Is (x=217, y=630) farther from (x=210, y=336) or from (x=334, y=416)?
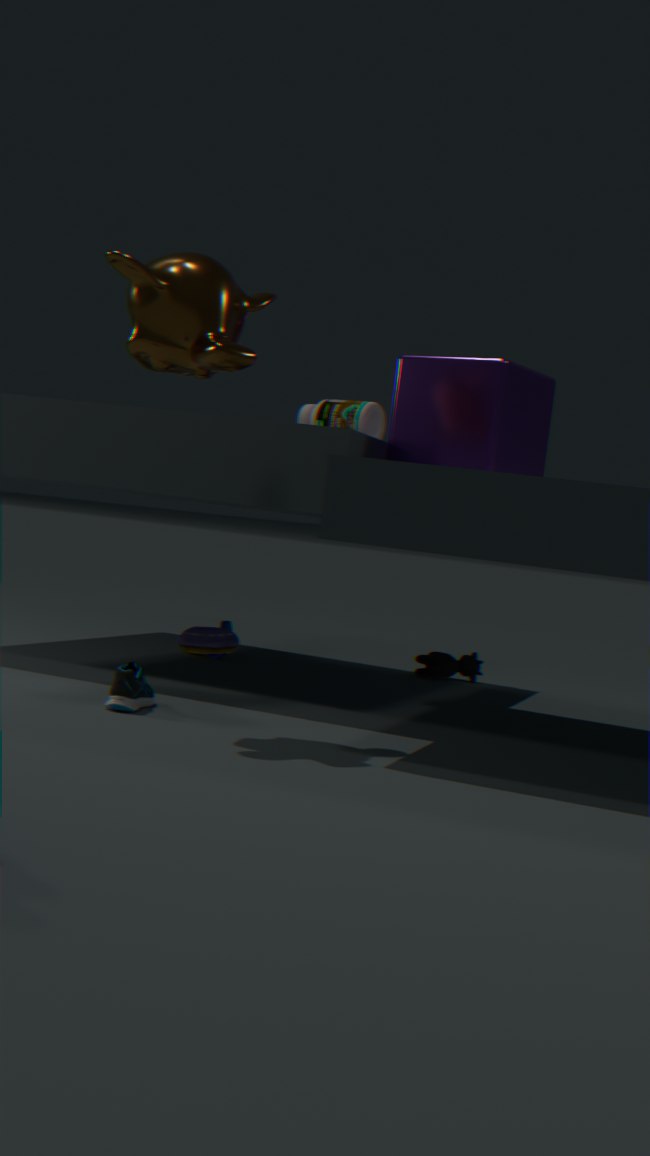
(x=210, y=336)
